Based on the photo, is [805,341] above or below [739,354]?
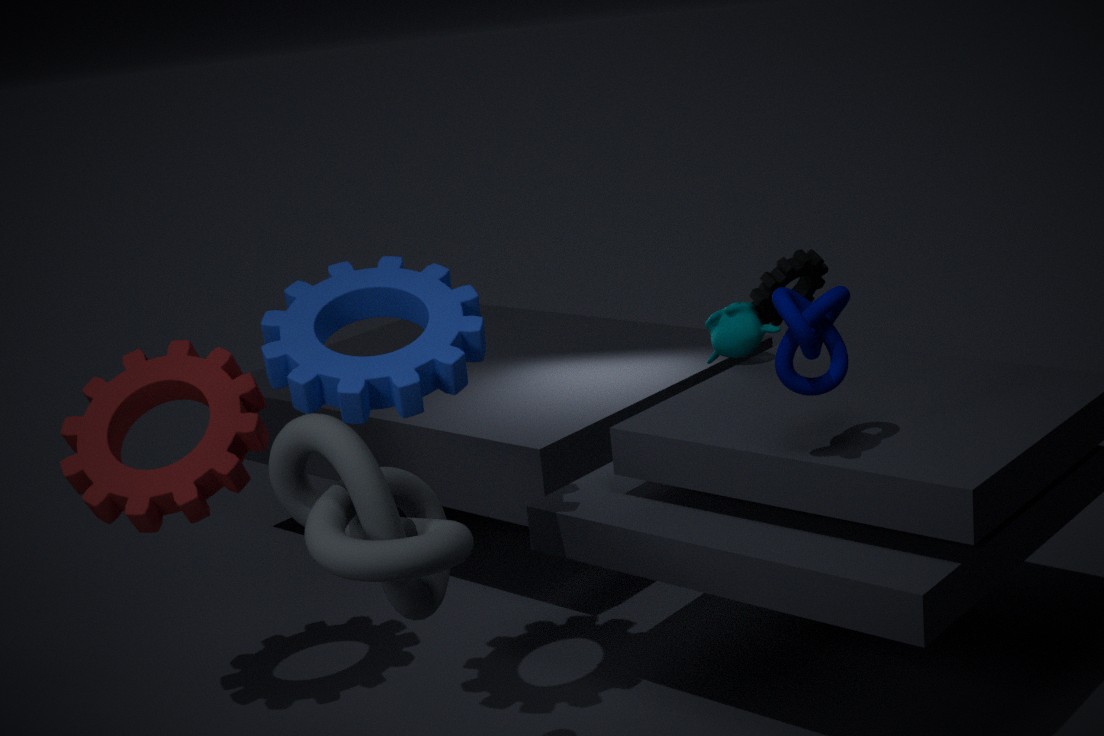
above
